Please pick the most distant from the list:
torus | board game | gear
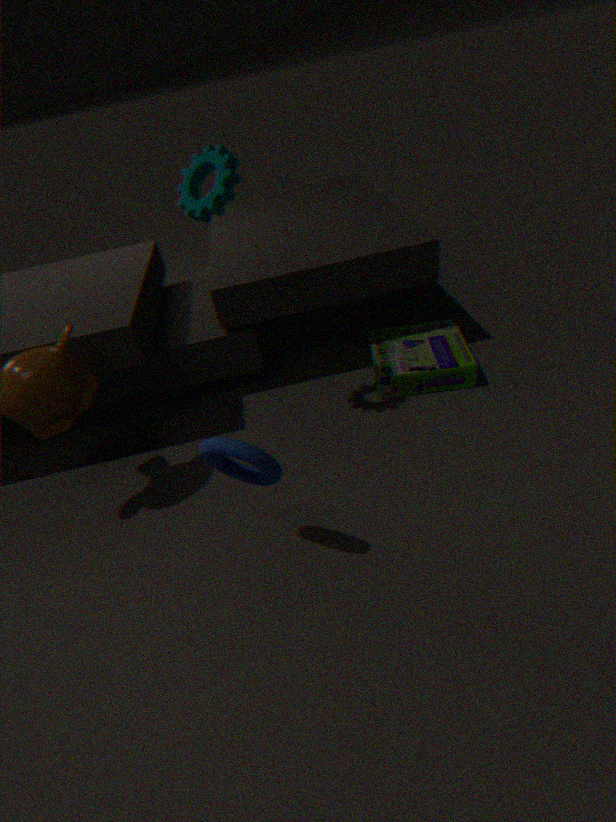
board game
